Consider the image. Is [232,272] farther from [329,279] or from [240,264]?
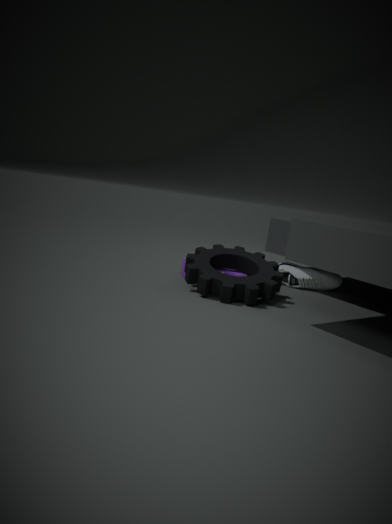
[329,279]
